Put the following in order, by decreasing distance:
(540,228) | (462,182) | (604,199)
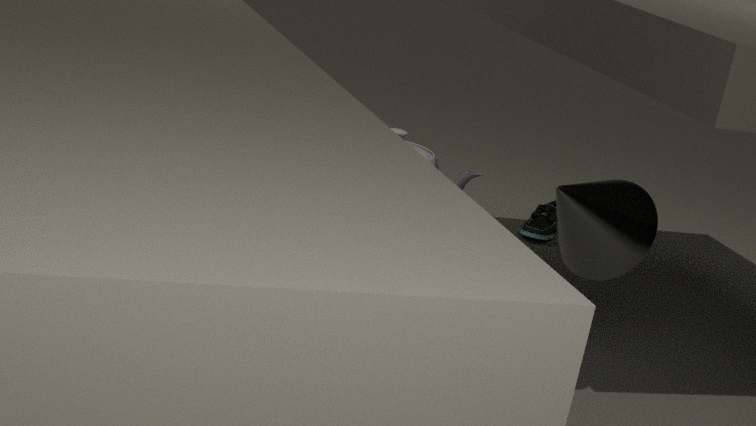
1. (540,228)
2. (462,182)
3. (604,199)
